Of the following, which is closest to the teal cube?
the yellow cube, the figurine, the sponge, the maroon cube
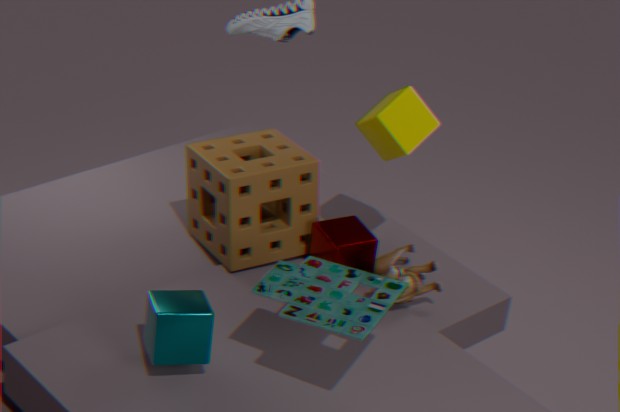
the sponge
